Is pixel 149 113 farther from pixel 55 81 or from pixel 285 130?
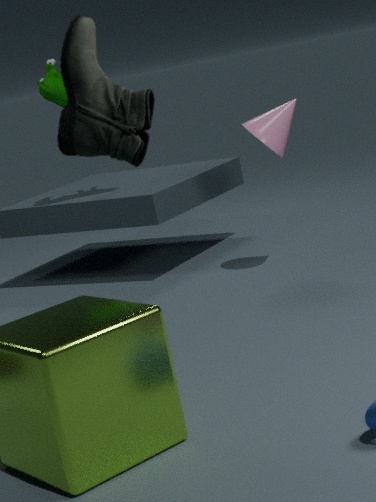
pixel 55 81
